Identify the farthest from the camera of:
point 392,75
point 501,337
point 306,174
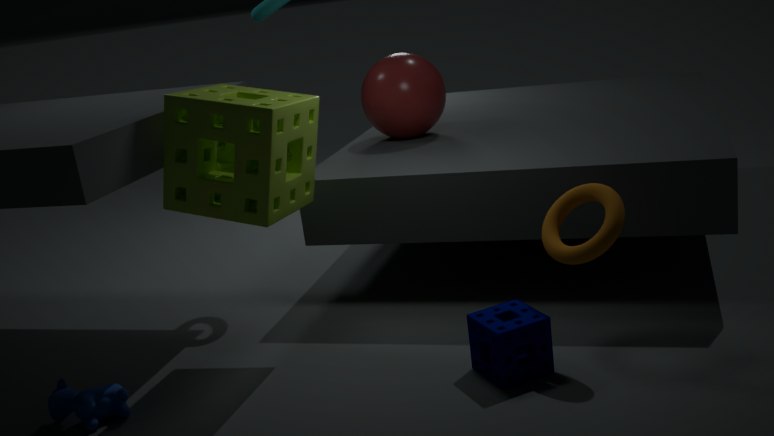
point 392,75
